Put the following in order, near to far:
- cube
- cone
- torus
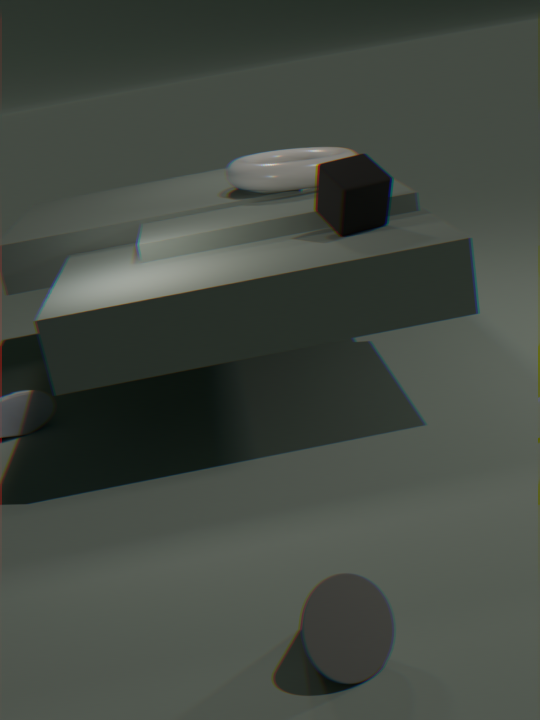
cone, cube, torus
